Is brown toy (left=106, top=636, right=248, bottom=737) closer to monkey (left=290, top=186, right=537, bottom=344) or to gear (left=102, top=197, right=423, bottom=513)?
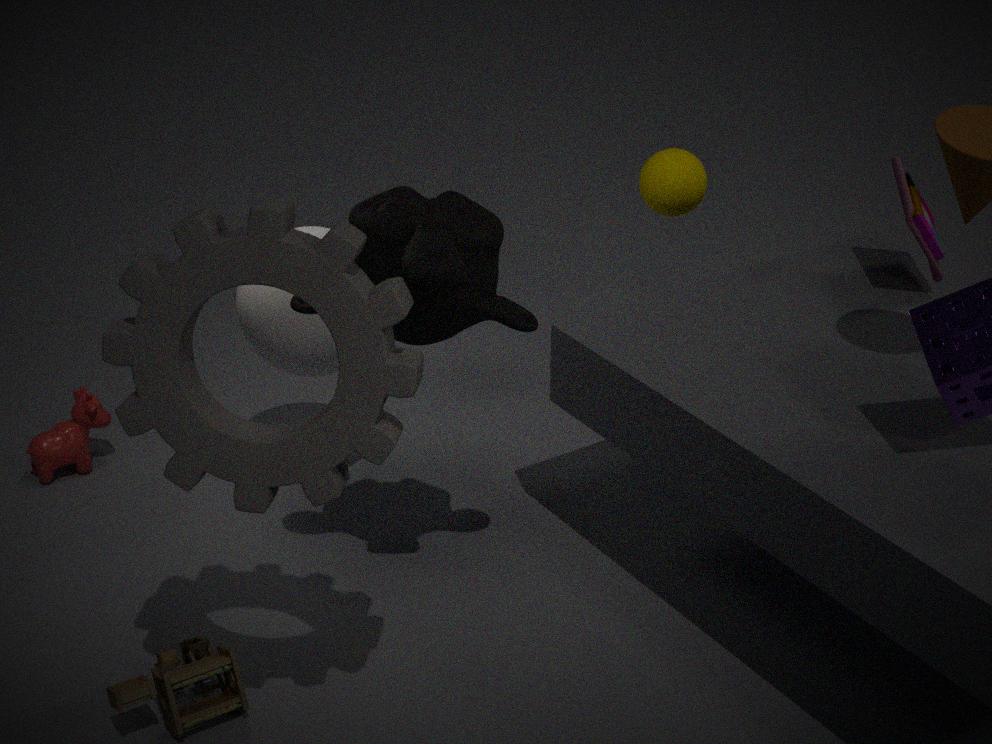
gear (left=102, top=197, right=423, bottom=513)
